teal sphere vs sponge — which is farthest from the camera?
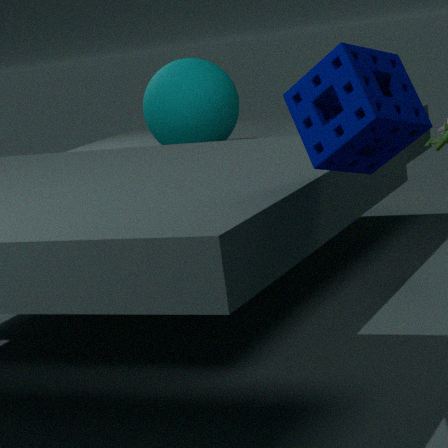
teal sphere
